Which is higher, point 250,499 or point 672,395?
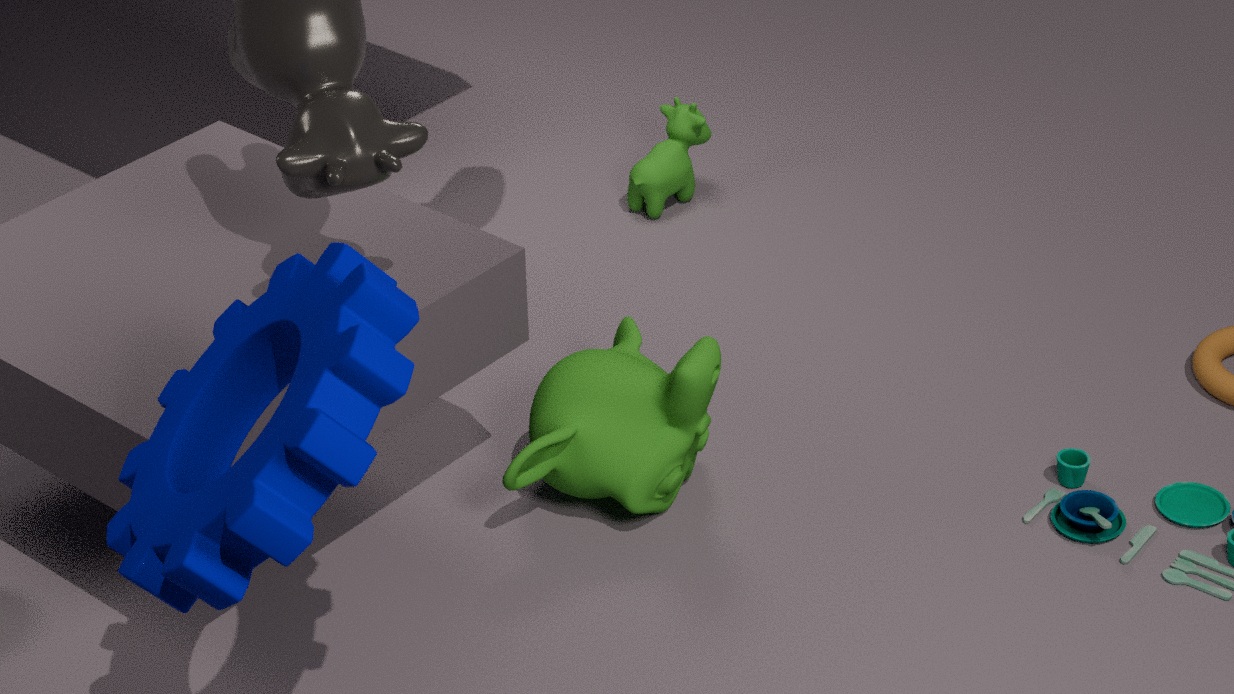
point 250,499
